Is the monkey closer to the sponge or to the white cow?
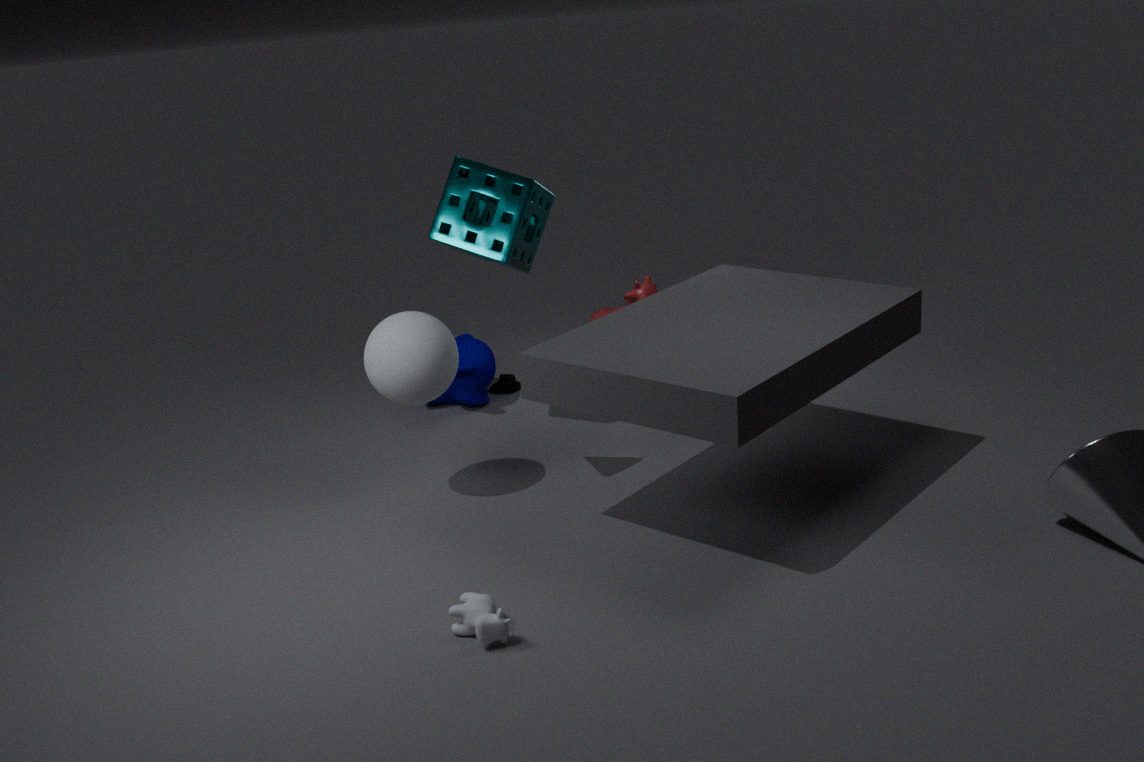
the sponge
